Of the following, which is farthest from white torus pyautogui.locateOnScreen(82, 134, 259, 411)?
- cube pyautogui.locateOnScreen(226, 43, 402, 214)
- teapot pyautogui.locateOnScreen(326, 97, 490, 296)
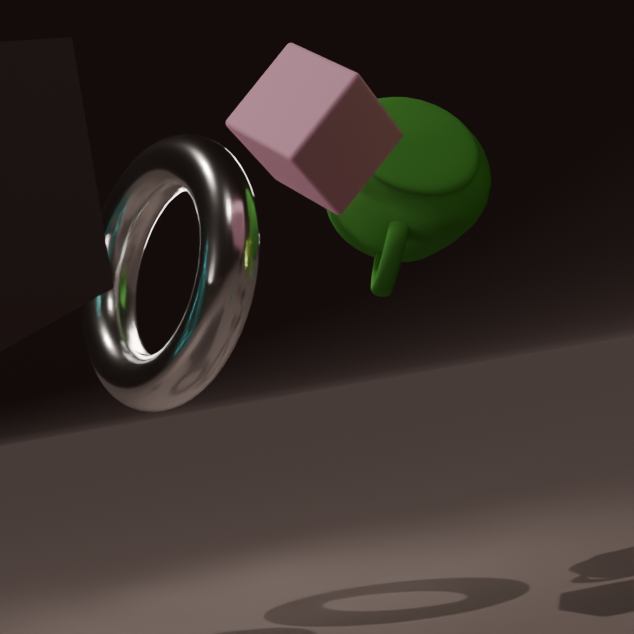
teapot pyautogui.locateOnScreen(326, 97, 490, 296)
